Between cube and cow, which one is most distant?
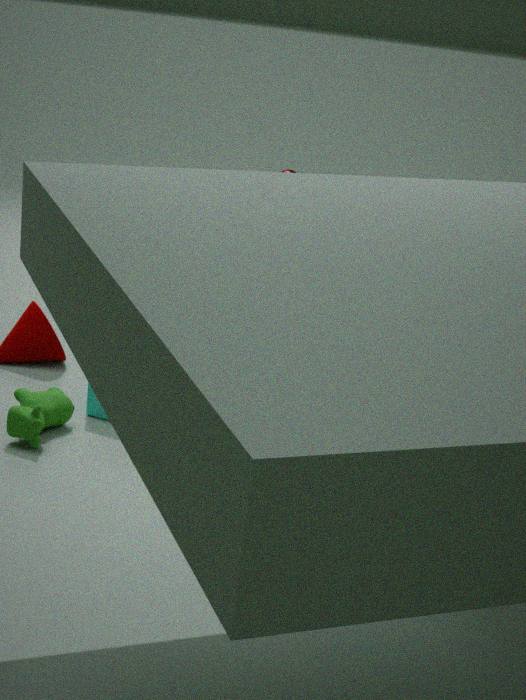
cube
